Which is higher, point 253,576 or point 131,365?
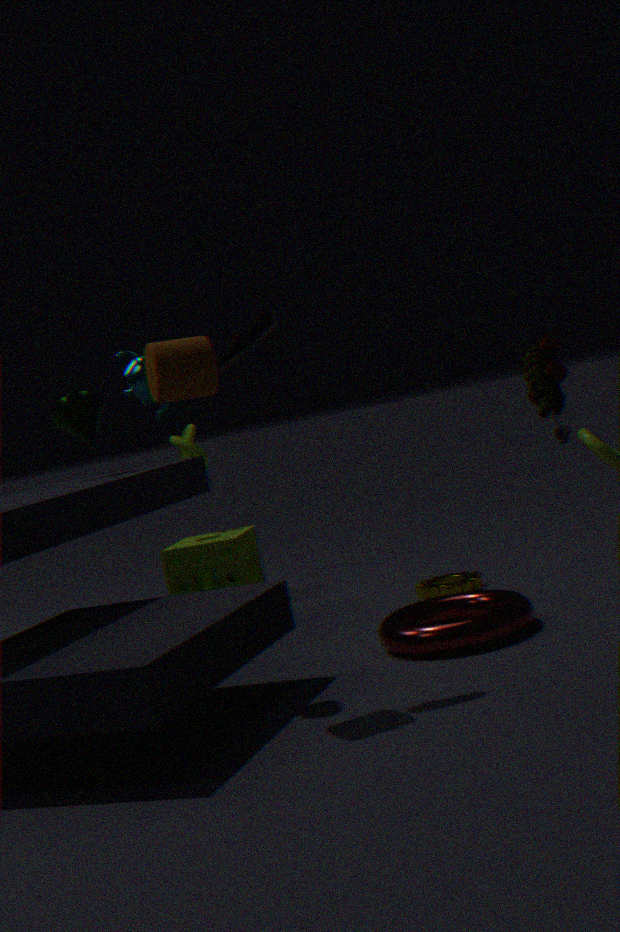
point 131,365
